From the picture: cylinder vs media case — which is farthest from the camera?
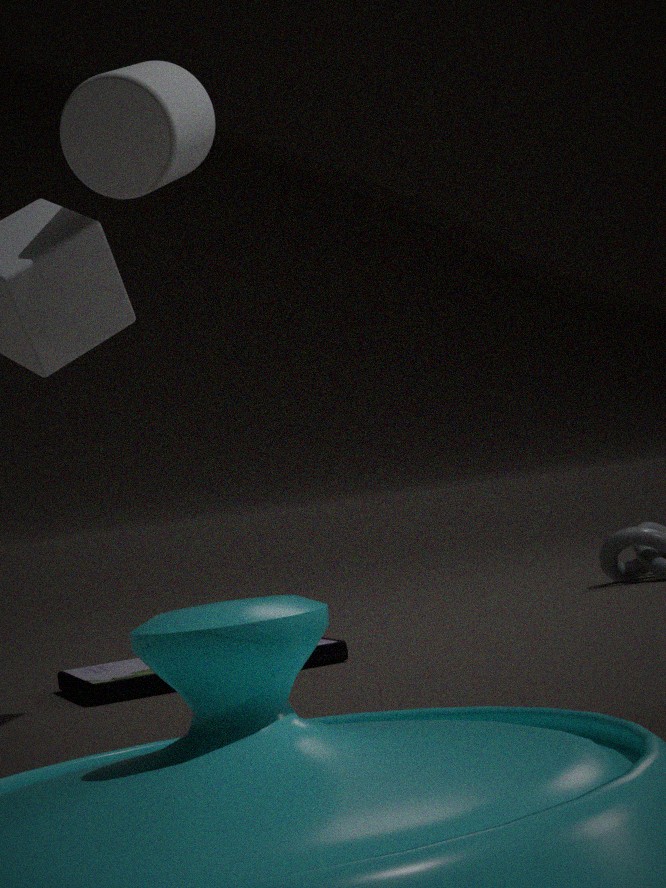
media case
